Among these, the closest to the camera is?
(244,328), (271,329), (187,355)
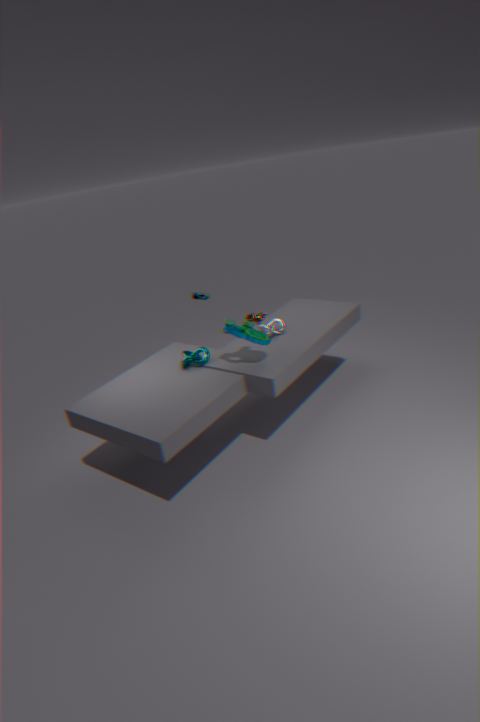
(244,328)
